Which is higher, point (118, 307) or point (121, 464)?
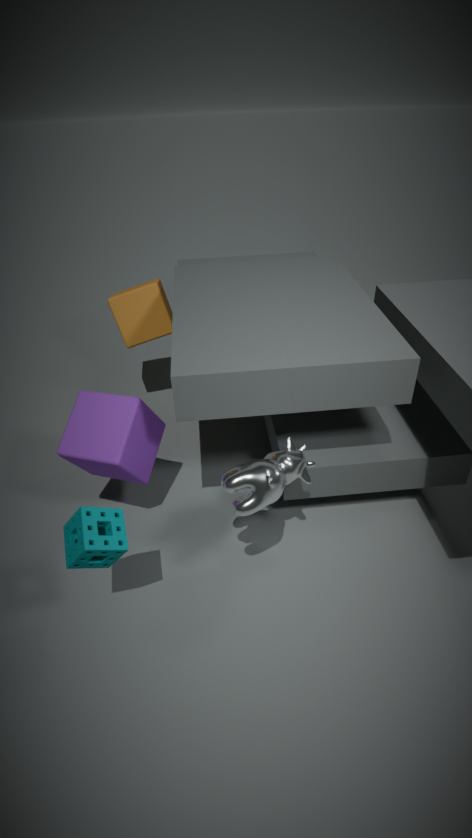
point (118, 307)
